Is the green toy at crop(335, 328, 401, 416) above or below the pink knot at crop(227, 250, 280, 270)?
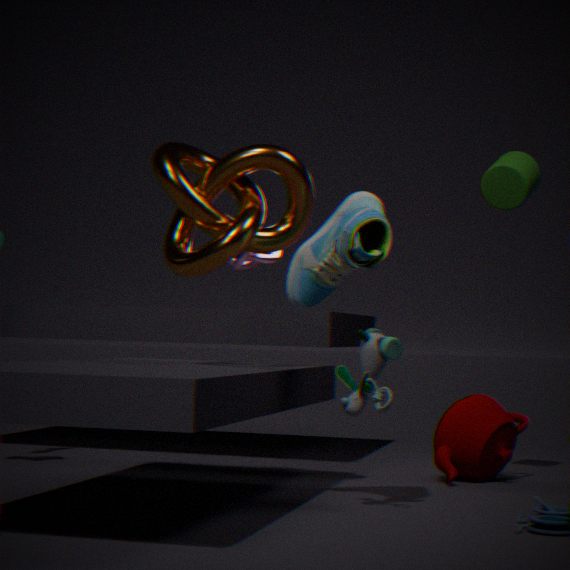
below
